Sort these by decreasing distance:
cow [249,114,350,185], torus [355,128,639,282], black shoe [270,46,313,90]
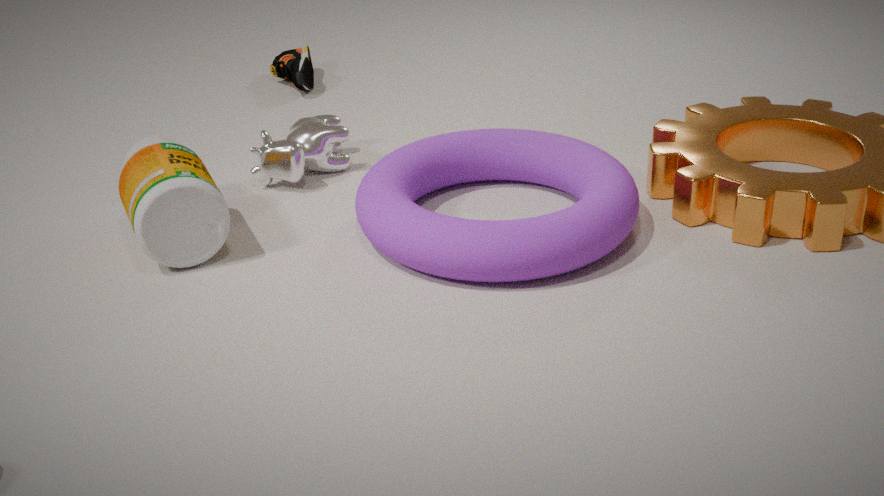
1. black shoe [270,46,313,90]
2. cow [249,114,350,185]
3. torus [355,128,639,282]
